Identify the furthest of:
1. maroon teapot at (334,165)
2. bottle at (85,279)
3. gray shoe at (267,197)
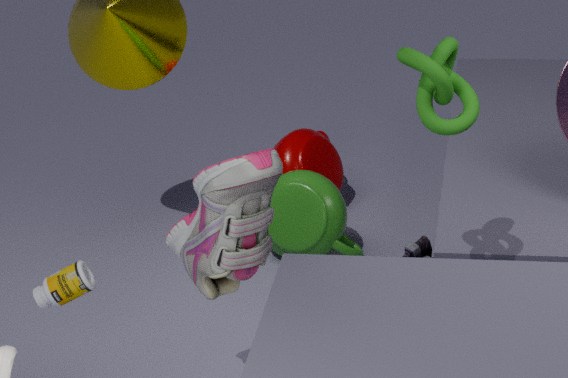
maroon teapot at (334,165)
